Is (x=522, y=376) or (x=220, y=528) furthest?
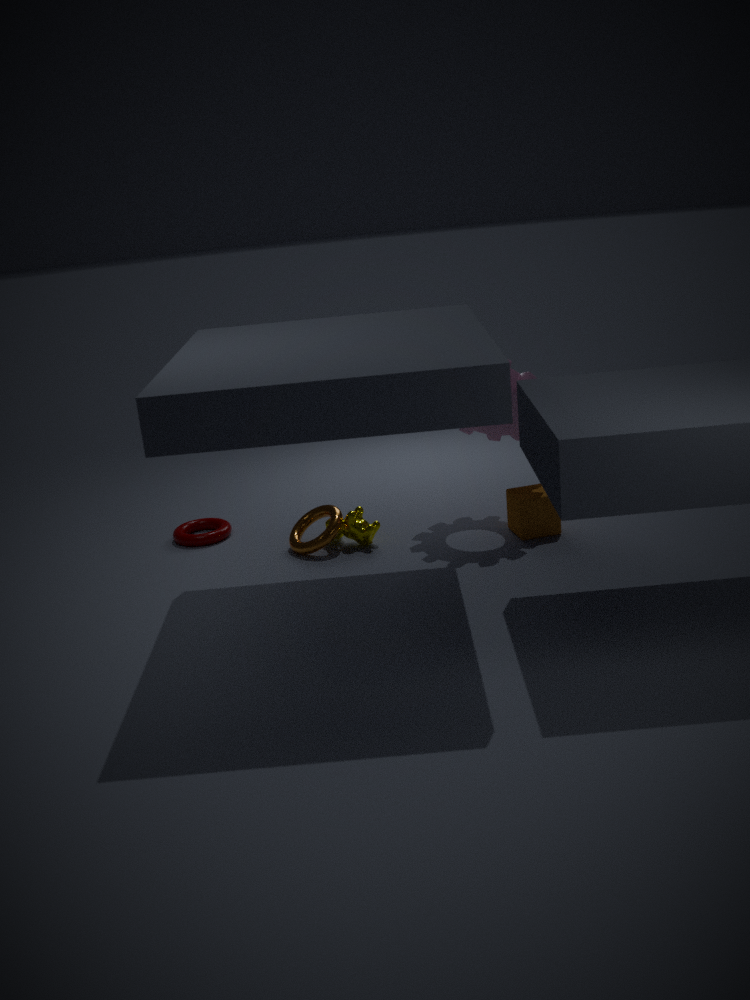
(x=220, y=528)
